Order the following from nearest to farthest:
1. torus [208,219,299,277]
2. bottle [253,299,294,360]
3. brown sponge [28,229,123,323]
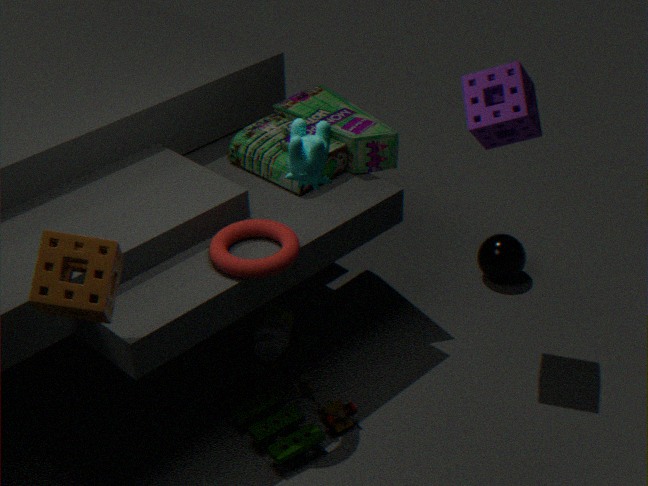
brown sponge [28,229,123,323]
torus [208,219,299,277]
bottle [253,299,294,360]
